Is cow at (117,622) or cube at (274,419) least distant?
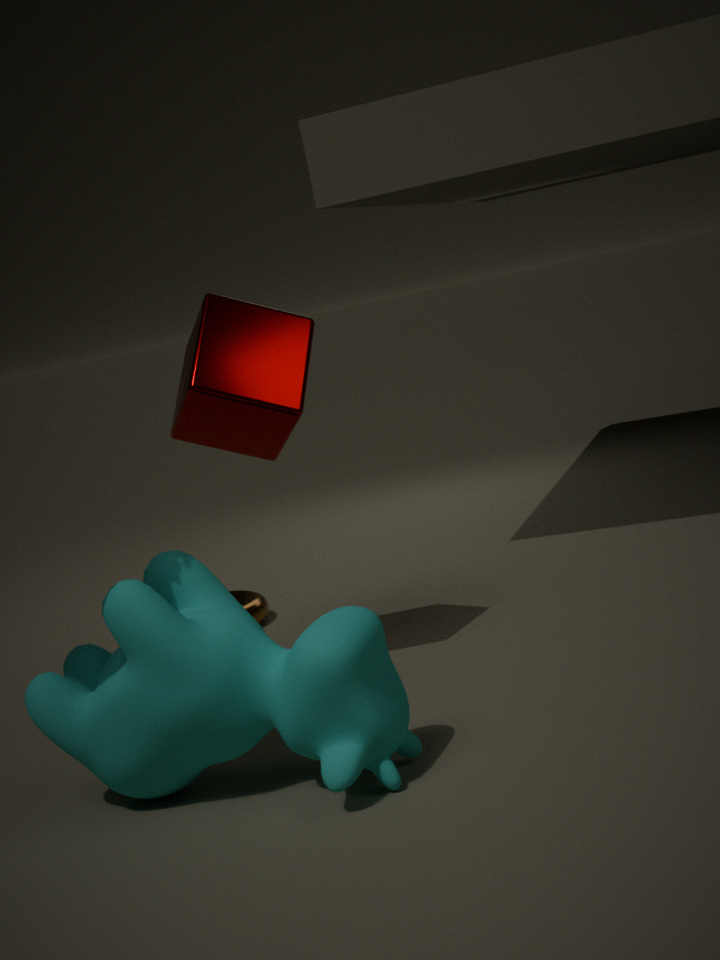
cow at (117,622)
